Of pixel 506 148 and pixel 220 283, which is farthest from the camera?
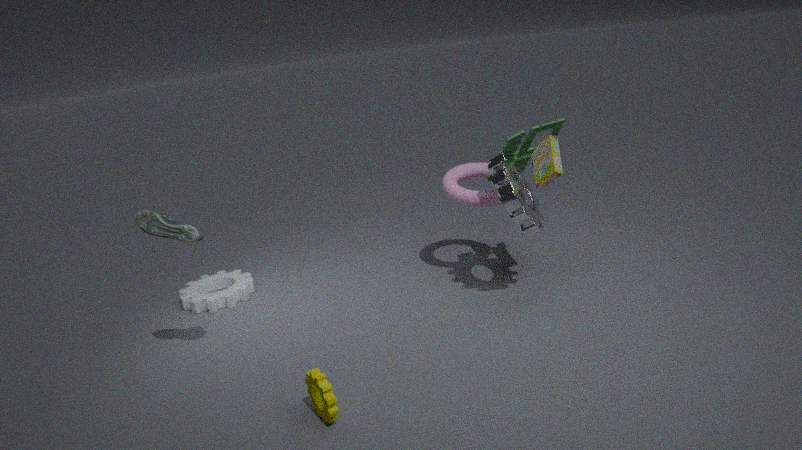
pixel 220 283
